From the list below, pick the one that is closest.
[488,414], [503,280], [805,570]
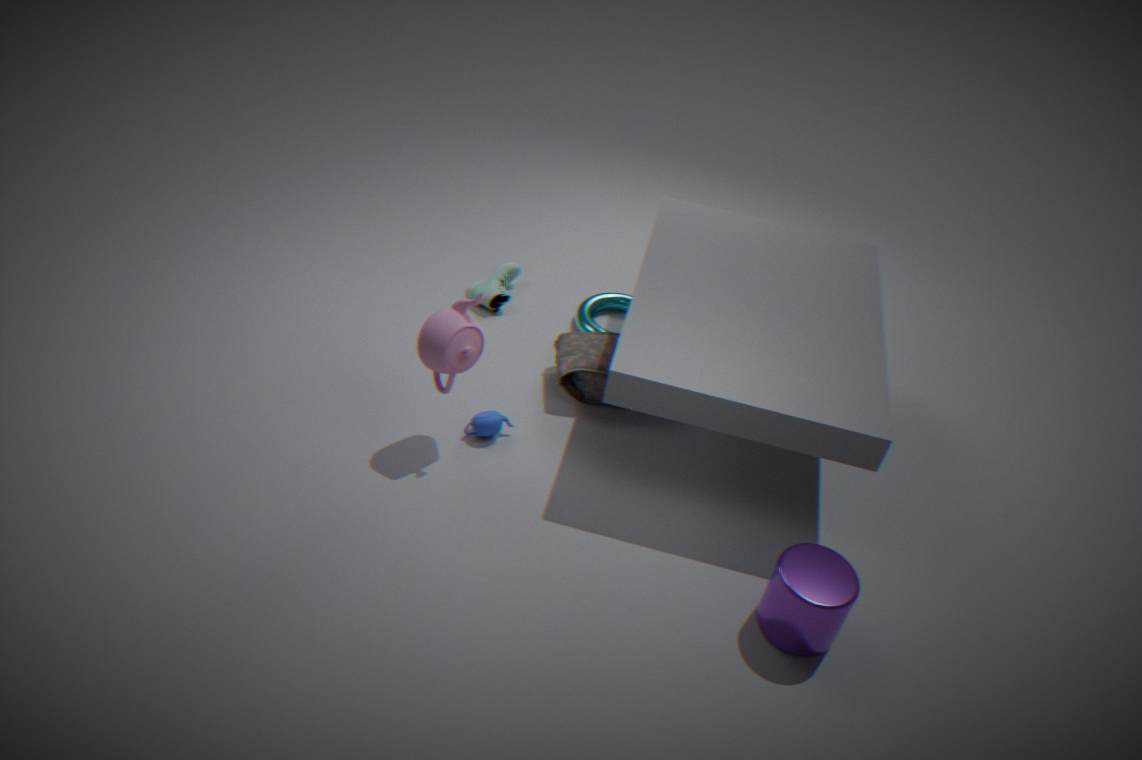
[805,570]
